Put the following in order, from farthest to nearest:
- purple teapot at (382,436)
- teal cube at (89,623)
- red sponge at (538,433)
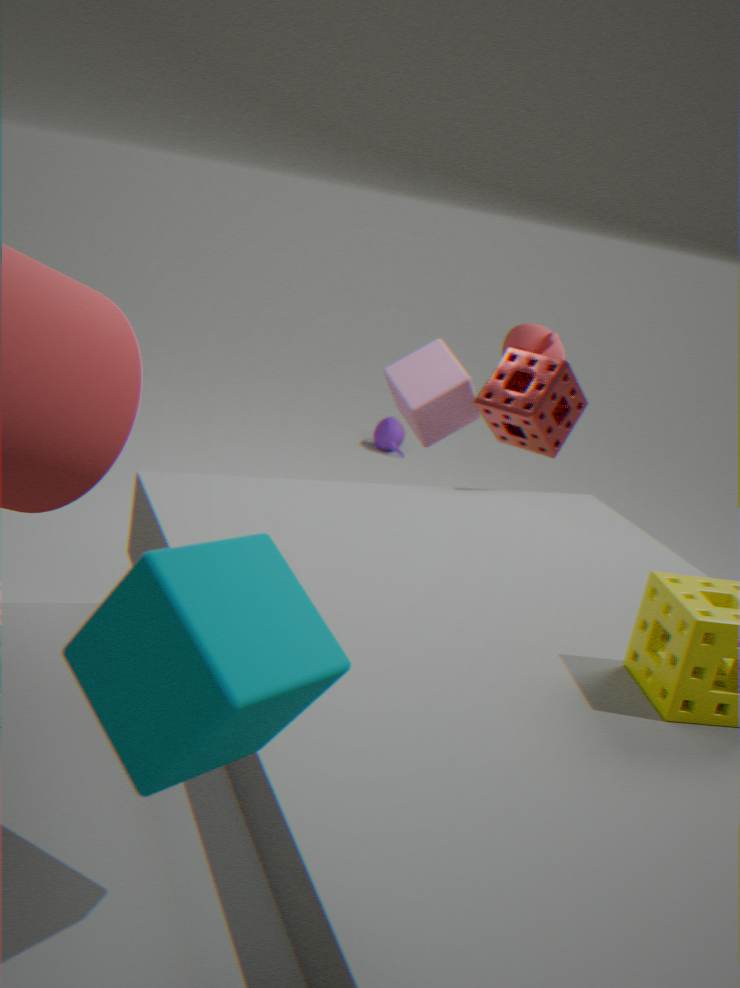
purple teapot at (382,436), red sponge at (538,433), teal cube at (89,623)
